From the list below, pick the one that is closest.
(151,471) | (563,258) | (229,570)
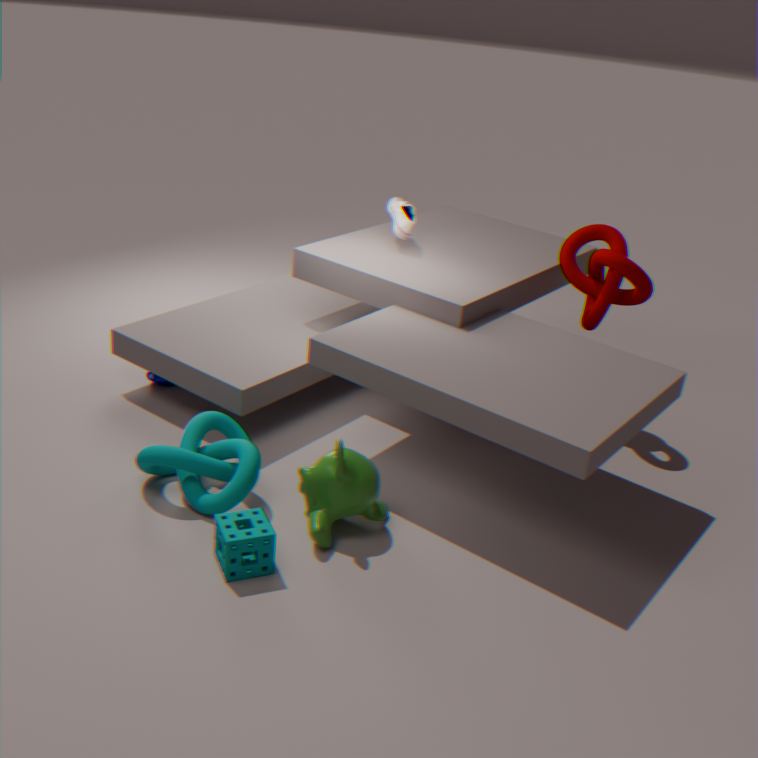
(229,570)
